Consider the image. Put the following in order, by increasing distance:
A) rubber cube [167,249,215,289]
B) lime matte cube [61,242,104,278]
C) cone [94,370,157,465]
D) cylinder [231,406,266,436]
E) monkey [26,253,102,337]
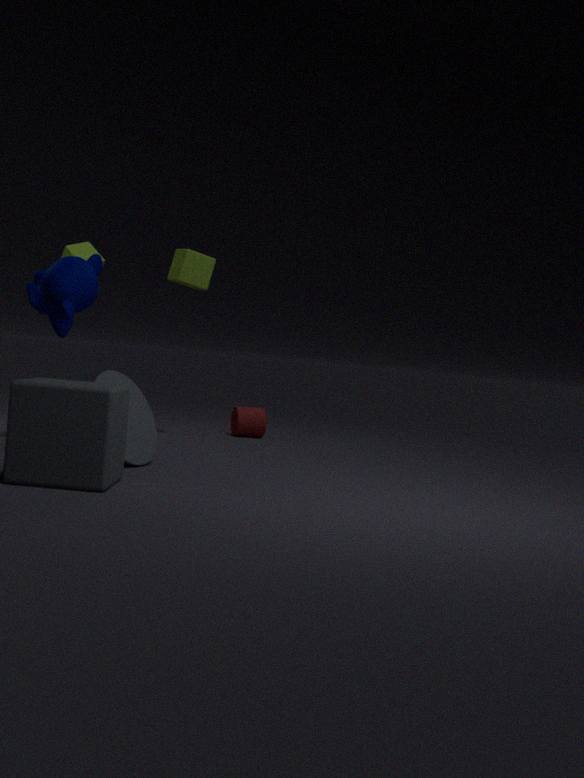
cone [94,370,157,465] < monkey [26,253,102,337] < rubber cube [167,249,215,289] < cylinder [231,406,266,436] < lime matte cube [61,242,104,278]
